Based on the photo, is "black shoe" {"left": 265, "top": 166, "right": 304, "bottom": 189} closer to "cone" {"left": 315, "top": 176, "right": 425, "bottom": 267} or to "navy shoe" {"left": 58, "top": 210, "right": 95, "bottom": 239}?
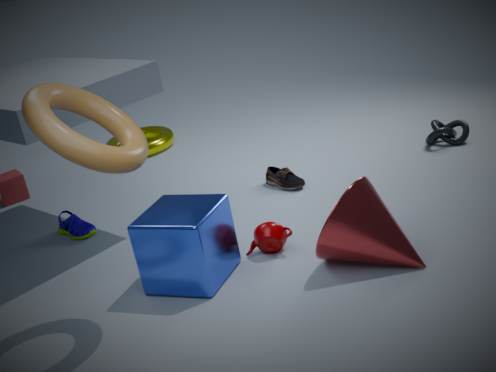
"cone" {"left": 315, "top": 176, "right": 425, "bottom": 267}
